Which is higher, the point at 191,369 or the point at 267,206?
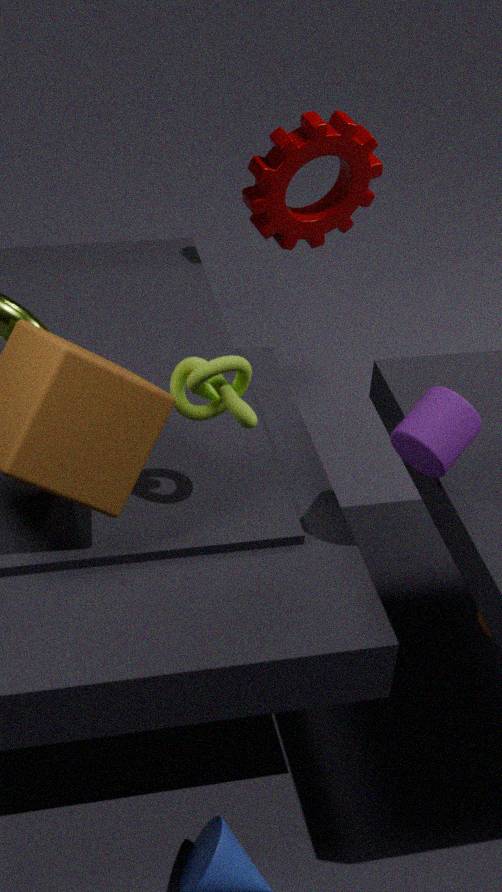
the point at 191,369
